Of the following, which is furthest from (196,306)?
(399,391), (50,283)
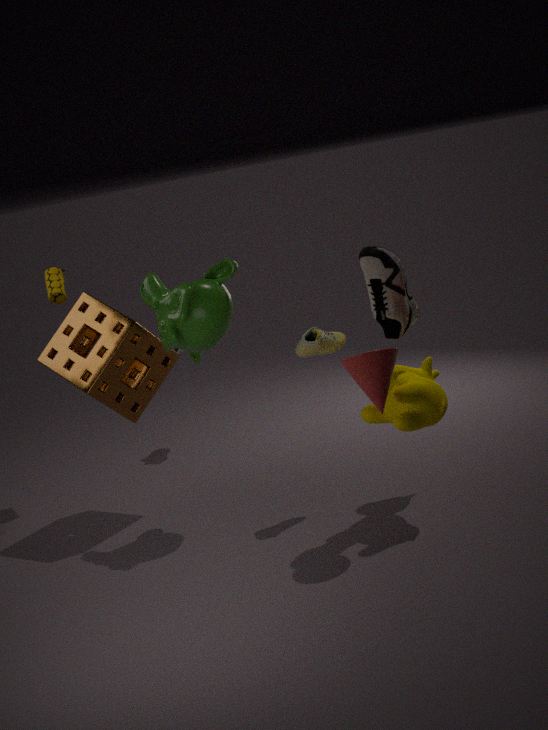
(50,283)
